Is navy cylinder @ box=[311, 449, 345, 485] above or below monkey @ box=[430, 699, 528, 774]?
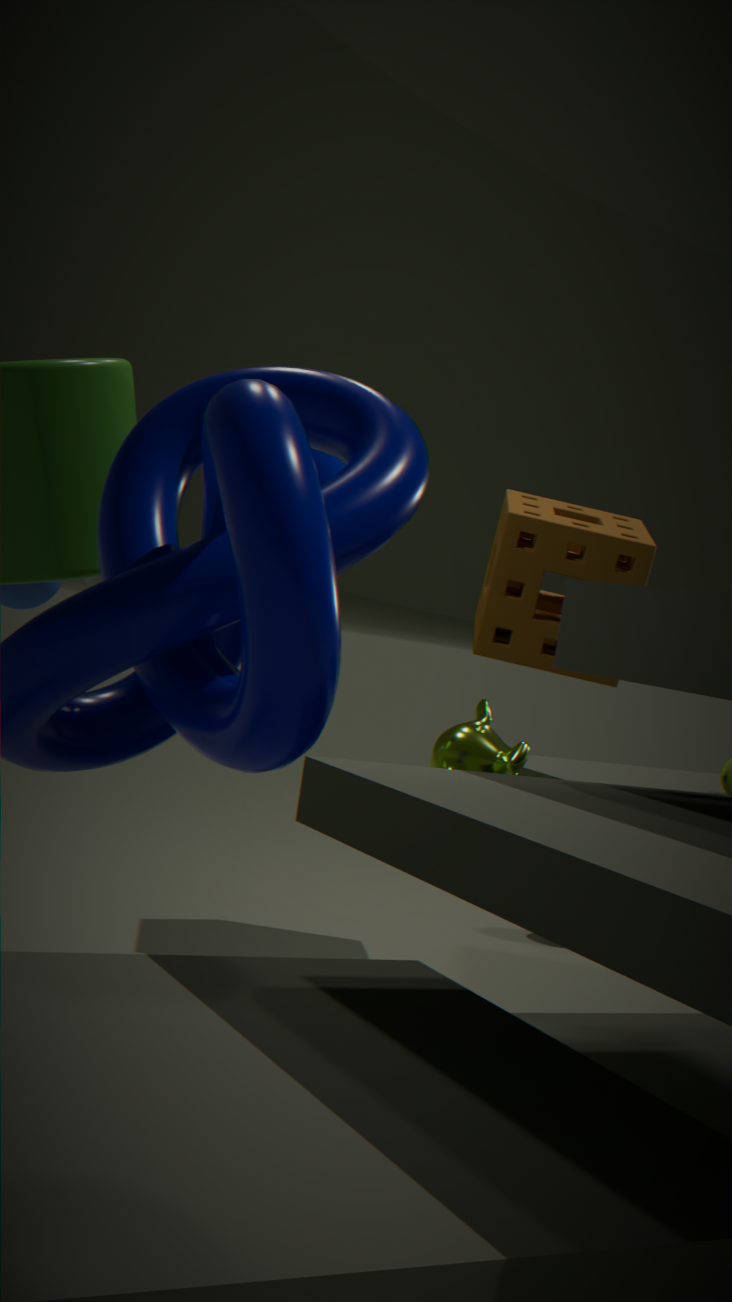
above
